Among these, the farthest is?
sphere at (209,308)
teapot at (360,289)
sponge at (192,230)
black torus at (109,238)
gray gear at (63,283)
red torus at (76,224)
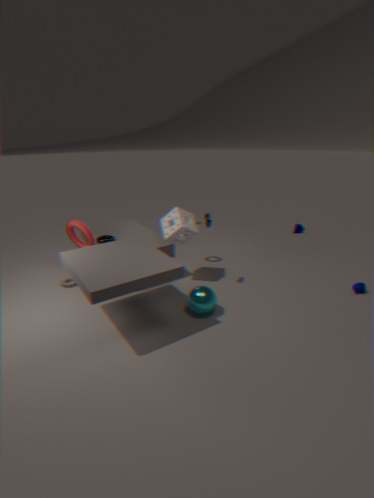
black torus at (109,238)
